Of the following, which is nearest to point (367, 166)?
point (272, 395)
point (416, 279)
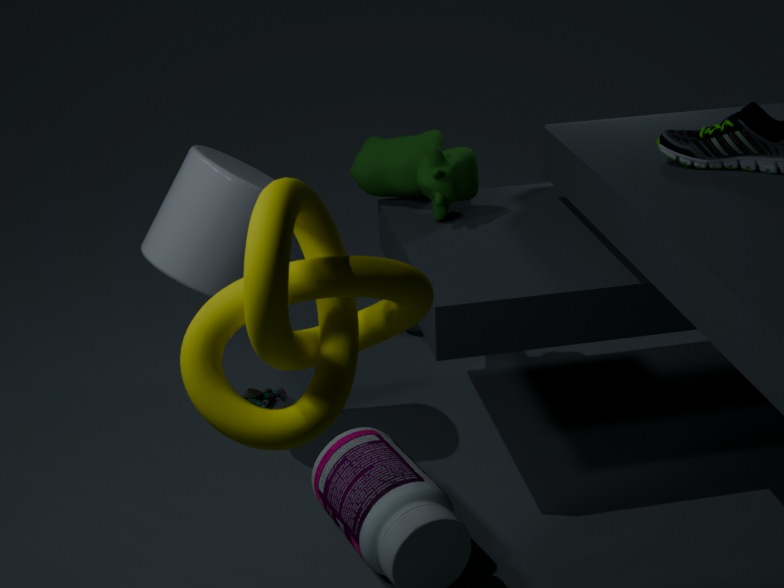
point (272, 395)
